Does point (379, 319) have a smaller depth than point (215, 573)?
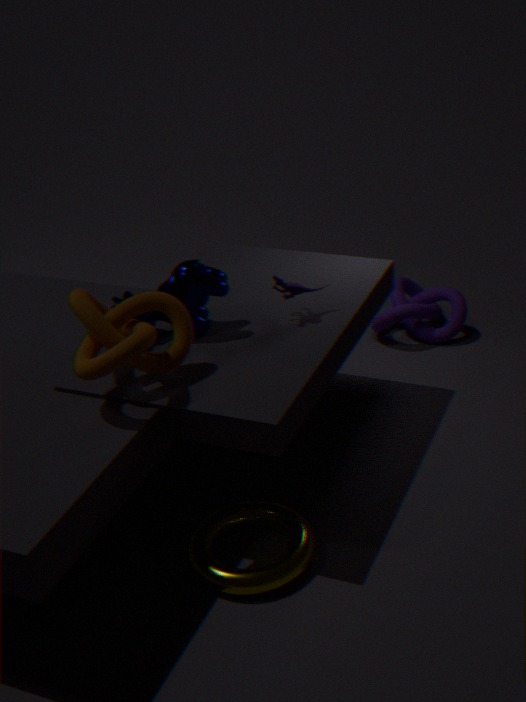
No
